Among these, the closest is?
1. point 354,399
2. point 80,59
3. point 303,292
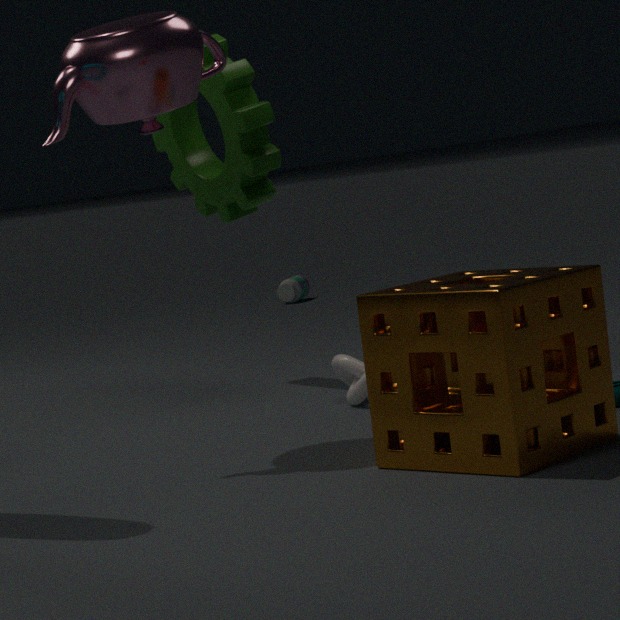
point 80,59
